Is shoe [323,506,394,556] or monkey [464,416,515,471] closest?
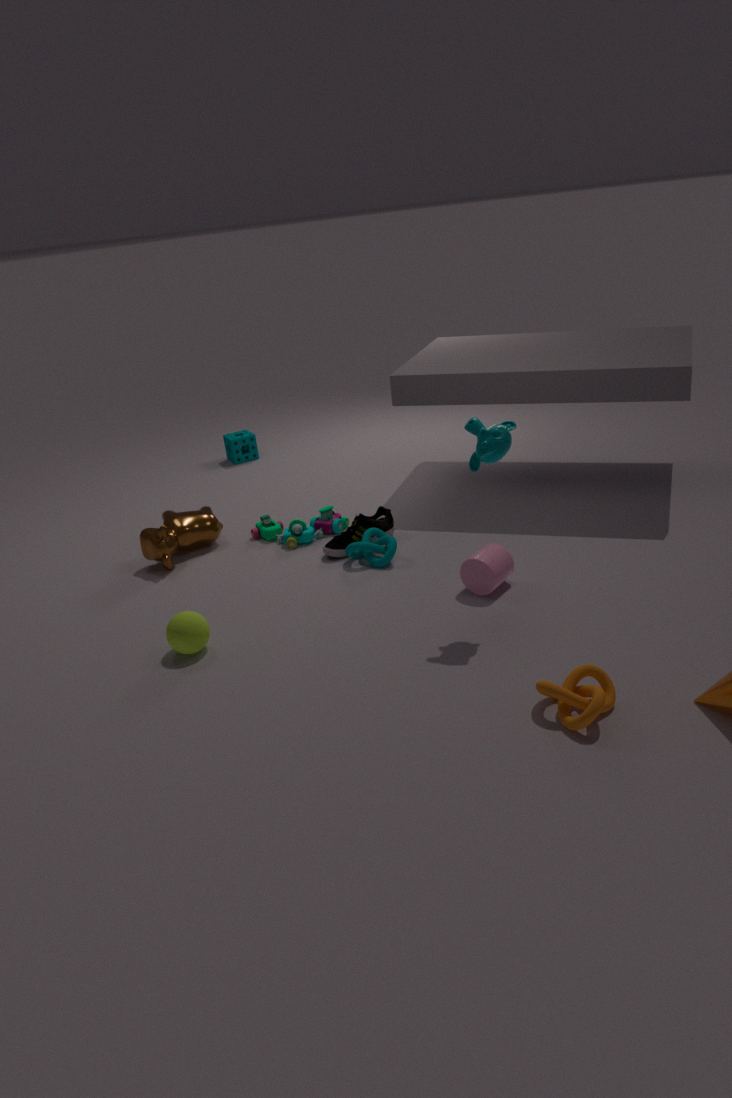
monkey [464,416,515,471]
